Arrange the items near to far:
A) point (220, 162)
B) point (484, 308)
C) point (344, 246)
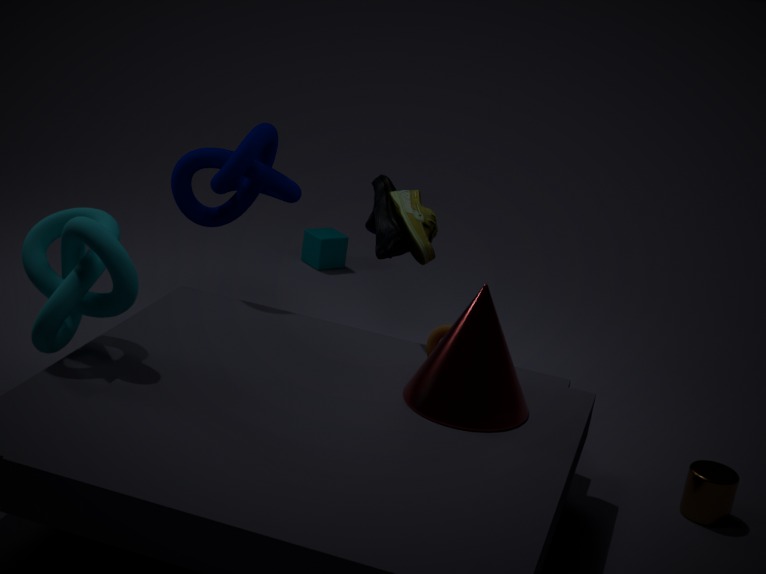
point (484, 308) → point (220, 162) → point (344, 246)
